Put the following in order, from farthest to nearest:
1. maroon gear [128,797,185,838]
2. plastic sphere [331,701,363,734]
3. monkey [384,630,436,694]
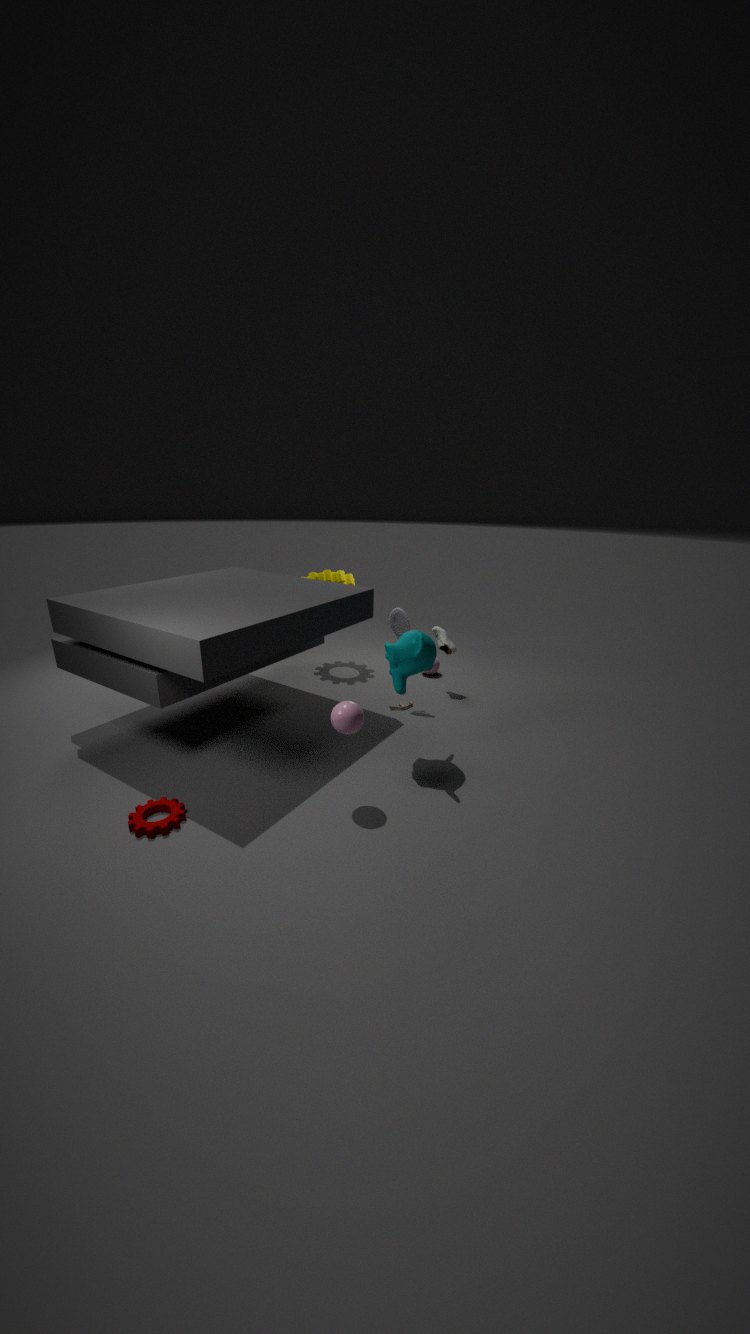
monkey [384,630,436,694] < plastic sphere [331,701,363,734] < maroon gear [128,797,185,838]
